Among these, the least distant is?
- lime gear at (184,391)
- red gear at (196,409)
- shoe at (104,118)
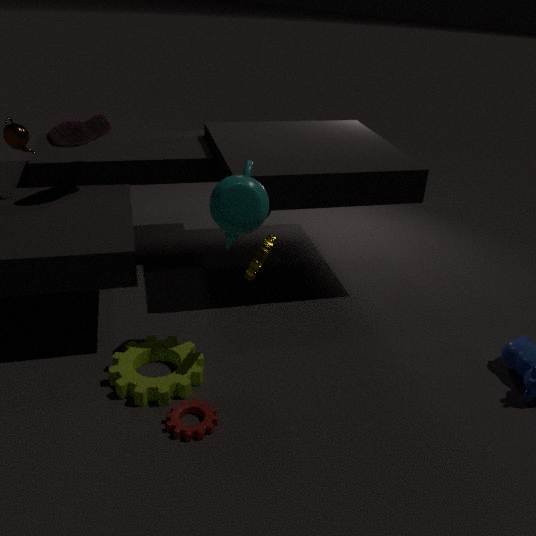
red gear at (196,409)
